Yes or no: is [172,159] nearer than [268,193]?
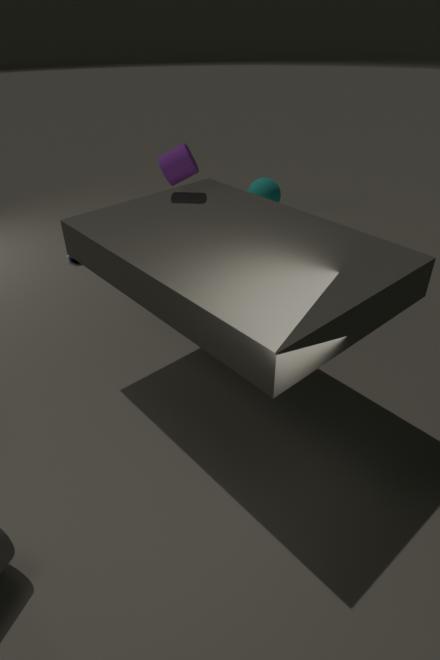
Yes
